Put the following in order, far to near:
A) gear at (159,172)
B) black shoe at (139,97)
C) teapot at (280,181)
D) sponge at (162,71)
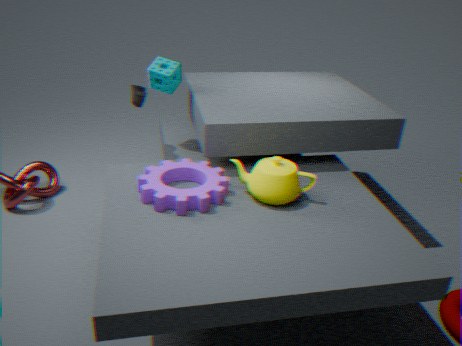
1. sponge at (162,71)
2. black shoe at (139,97)
3. teapot at (280,181)
4. gear at (159,172)
